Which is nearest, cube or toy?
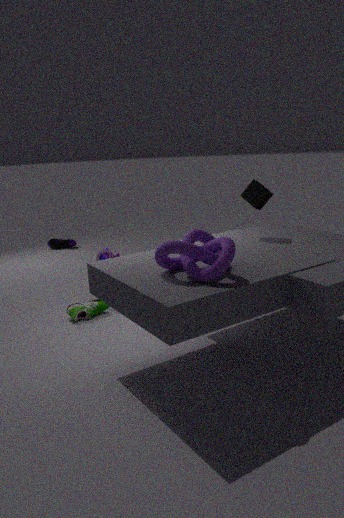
cube
